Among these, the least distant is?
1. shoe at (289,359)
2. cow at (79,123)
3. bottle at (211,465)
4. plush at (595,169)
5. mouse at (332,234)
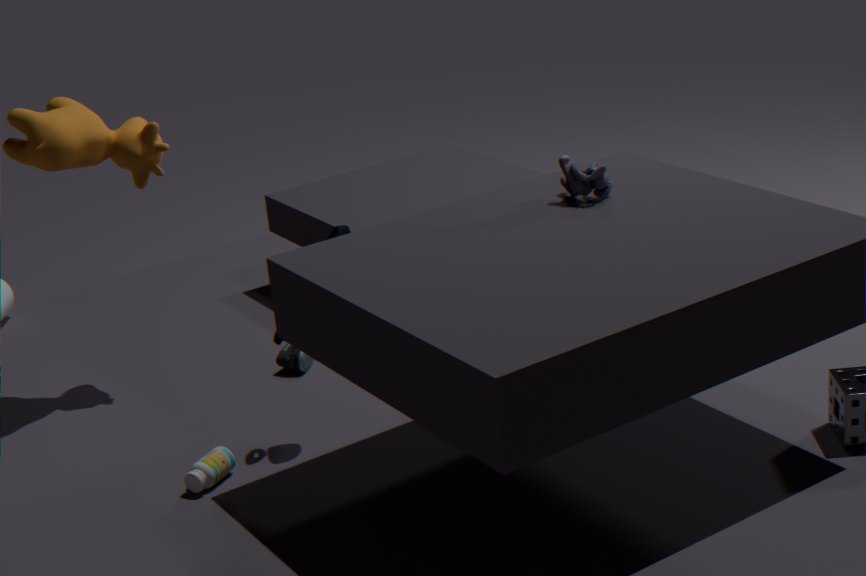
bottle at (211,465)
